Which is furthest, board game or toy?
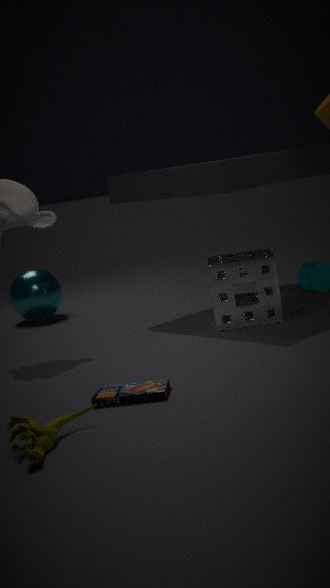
board game
